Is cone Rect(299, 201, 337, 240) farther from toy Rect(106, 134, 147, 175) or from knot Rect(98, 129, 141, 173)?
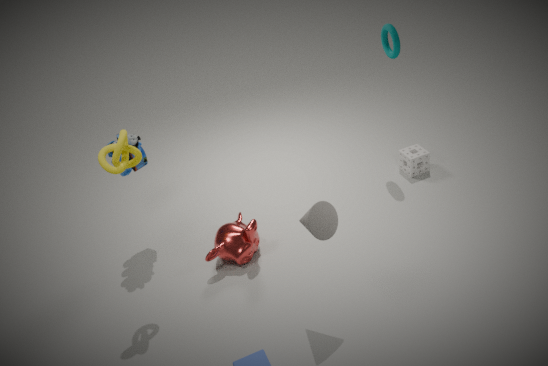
toy Rect(106, 134, 147, 175)
